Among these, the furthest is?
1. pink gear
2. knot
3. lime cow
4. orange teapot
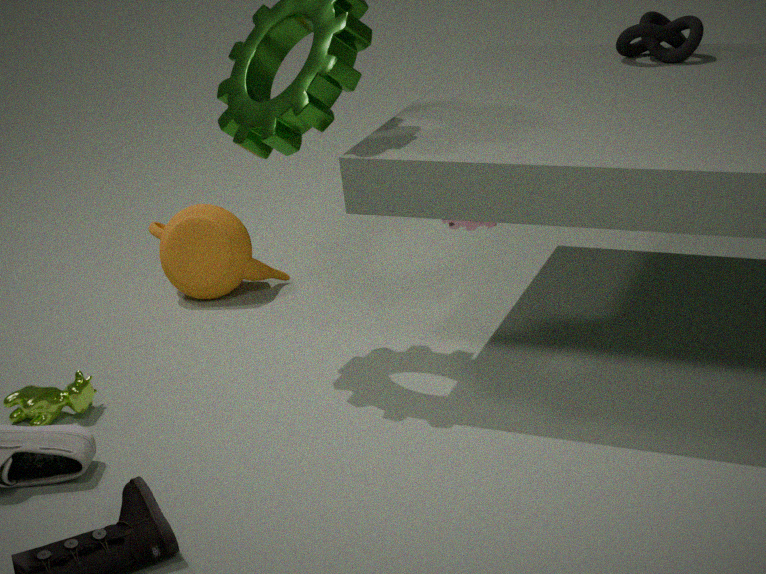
orange teapot
